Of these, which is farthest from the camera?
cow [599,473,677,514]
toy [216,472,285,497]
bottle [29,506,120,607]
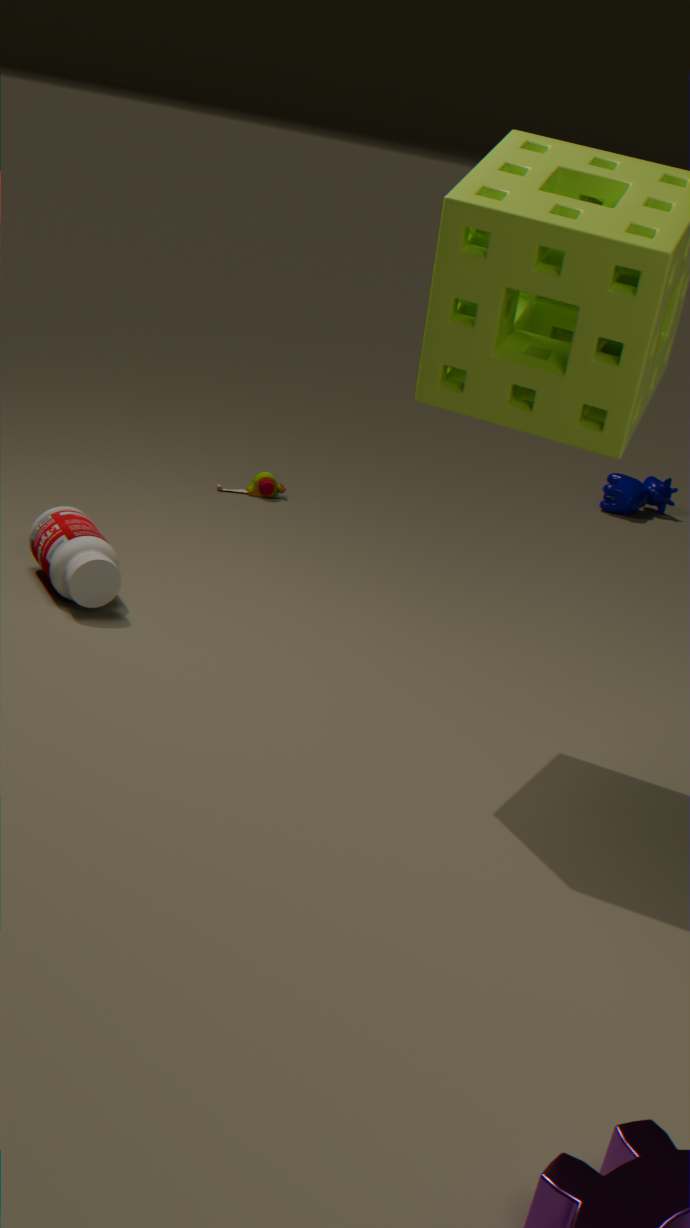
cow [599,473,677,514]
